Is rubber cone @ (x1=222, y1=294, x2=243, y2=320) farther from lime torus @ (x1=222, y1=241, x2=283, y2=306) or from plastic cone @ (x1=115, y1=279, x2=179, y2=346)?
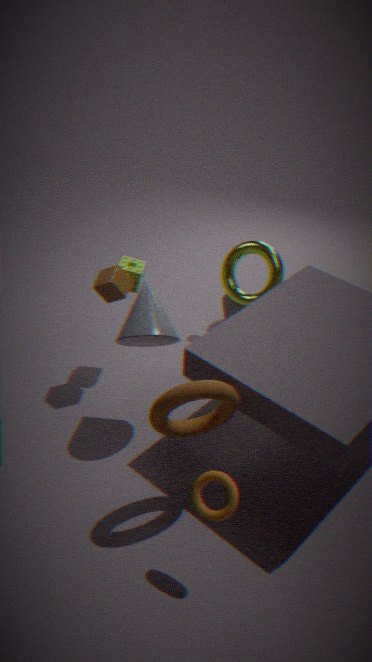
plastic cone @ (x1=115, y1=279, x2=179, y2=346)
